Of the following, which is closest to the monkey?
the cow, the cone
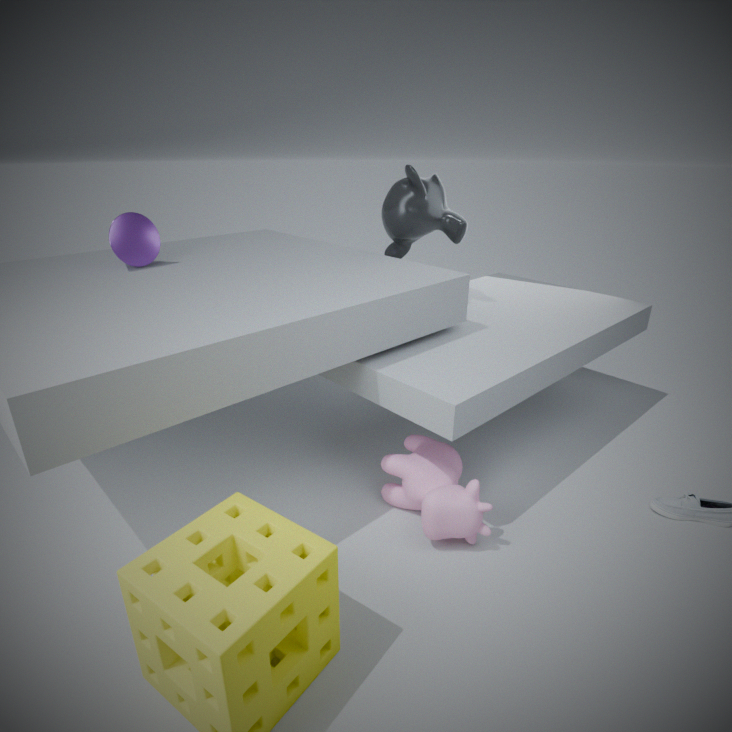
the cow
